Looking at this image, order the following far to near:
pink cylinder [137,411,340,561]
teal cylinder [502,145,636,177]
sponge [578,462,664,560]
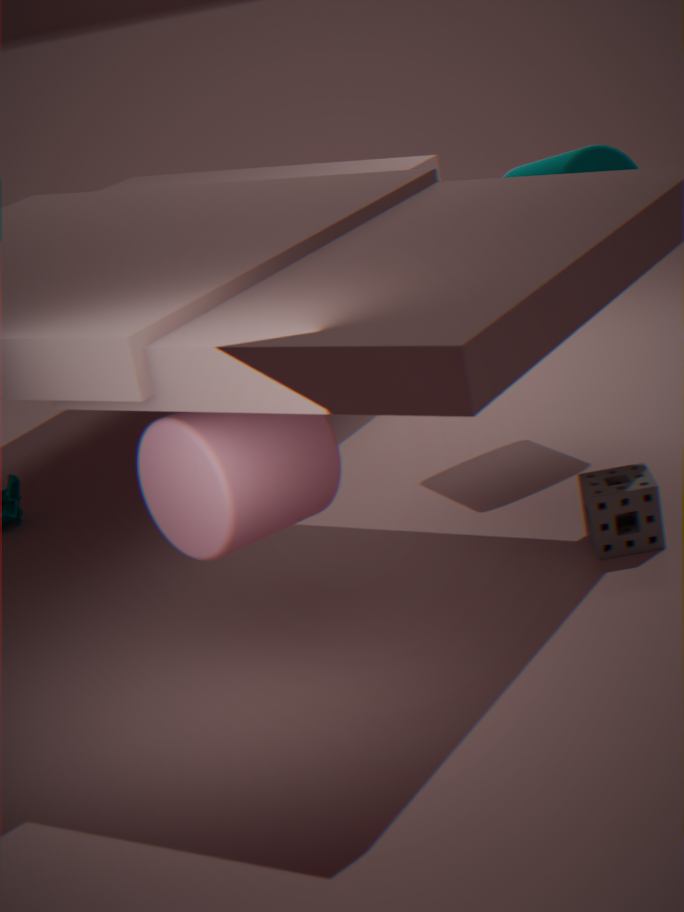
1. teal cylinder [502,145,636,177]
2. sponge [578,462,664,560]
3. pink cylinder [137,411,340,561]
